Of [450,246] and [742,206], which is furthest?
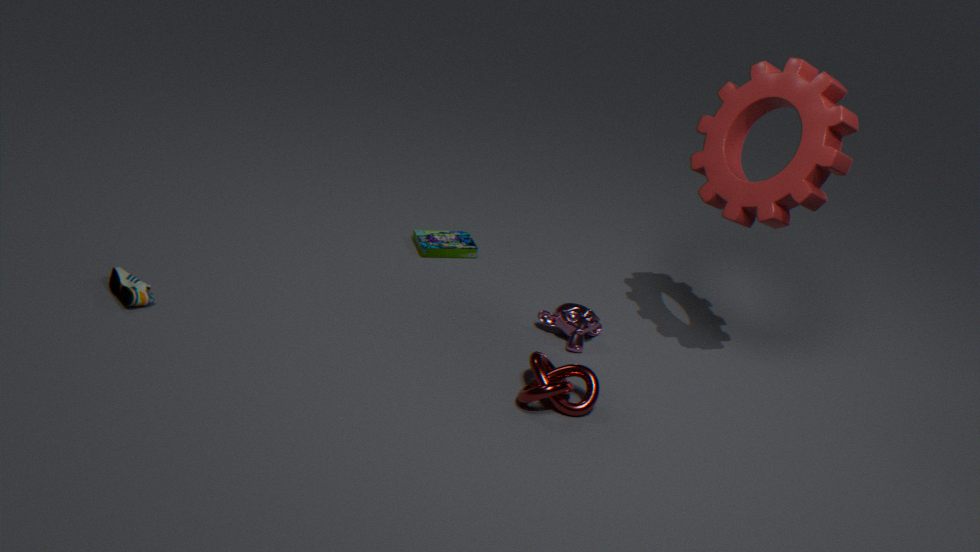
[450,246]
